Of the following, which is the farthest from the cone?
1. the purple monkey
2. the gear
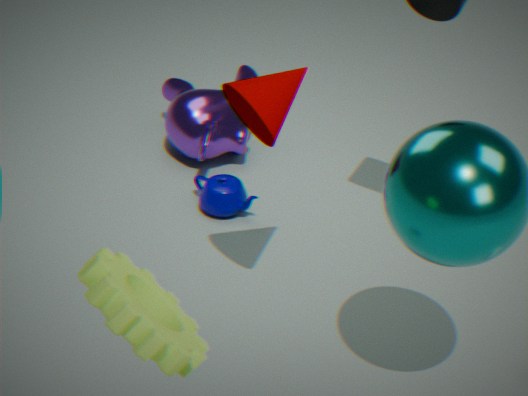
the gear
